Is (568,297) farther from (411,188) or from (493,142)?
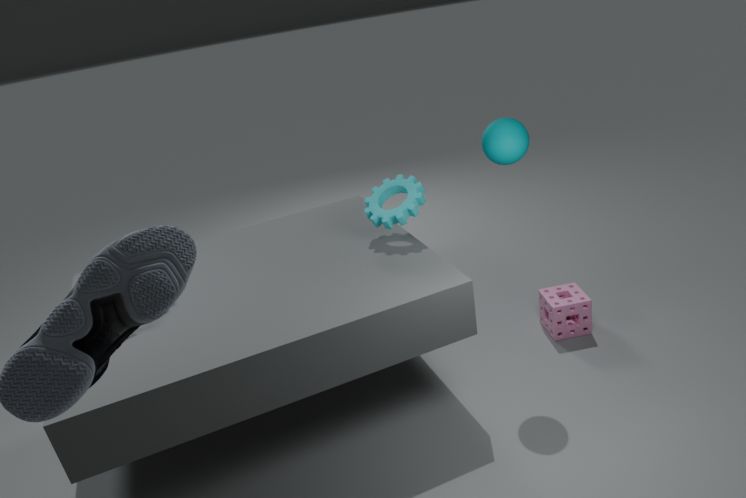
(411,188)
